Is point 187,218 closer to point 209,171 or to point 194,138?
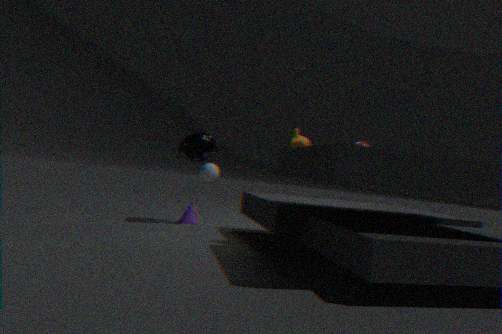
point 209,171
